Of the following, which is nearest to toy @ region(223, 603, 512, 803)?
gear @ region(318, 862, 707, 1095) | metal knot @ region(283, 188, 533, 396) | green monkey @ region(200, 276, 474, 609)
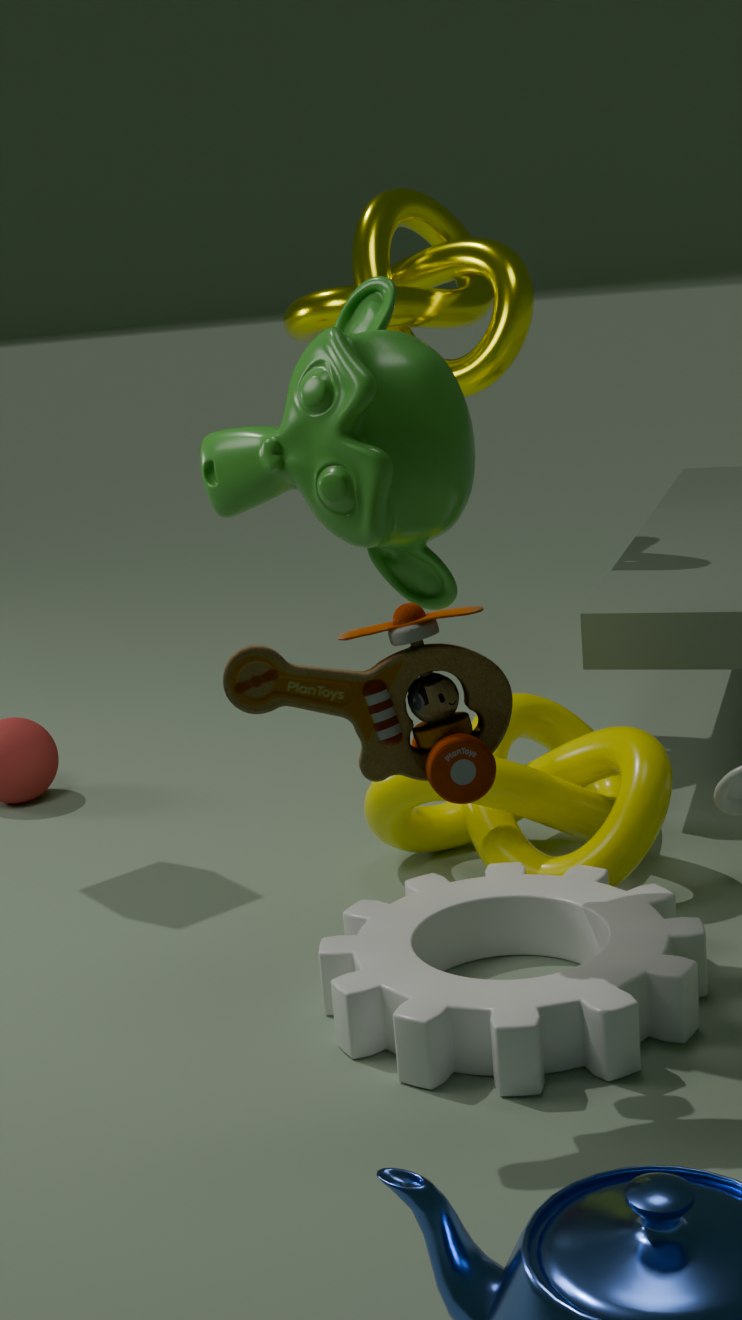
green monkey @ region(200, 276, 474, 609)
